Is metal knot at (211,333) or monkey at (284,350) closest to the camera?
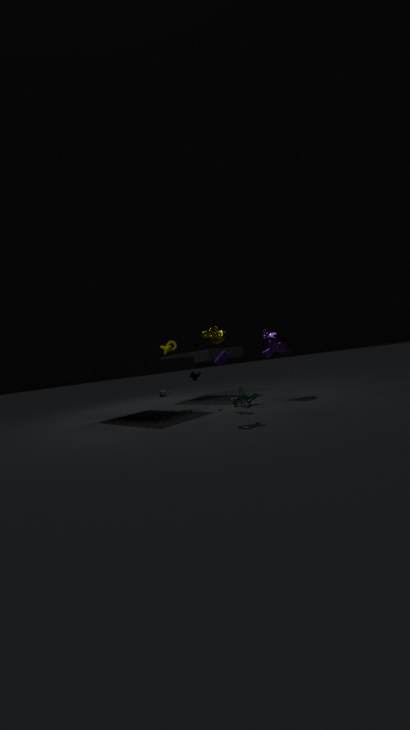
metal knot at (211,333)
